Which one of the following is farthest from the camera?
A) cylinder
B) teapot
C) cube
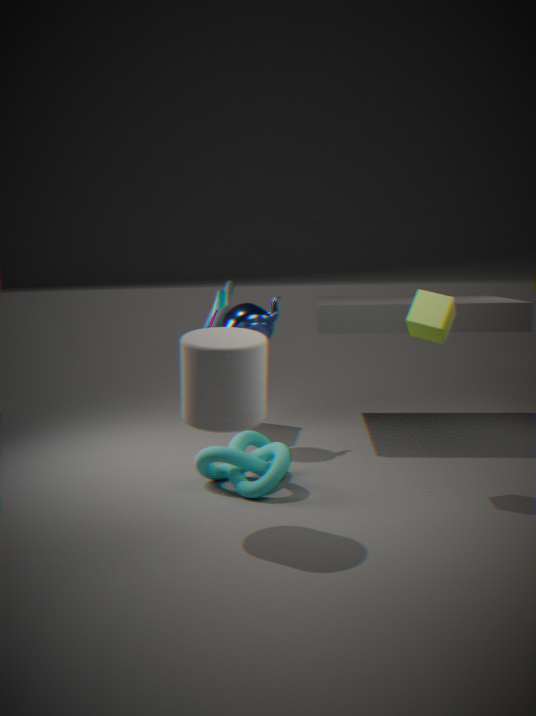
B. teapot
